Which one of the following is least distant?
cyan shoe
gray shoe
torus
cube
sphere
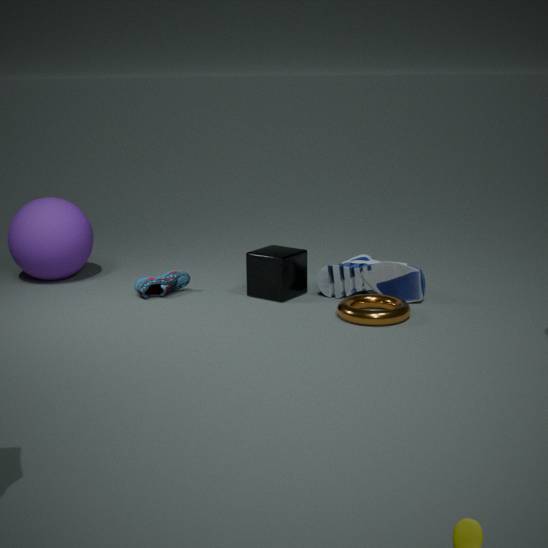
torus
